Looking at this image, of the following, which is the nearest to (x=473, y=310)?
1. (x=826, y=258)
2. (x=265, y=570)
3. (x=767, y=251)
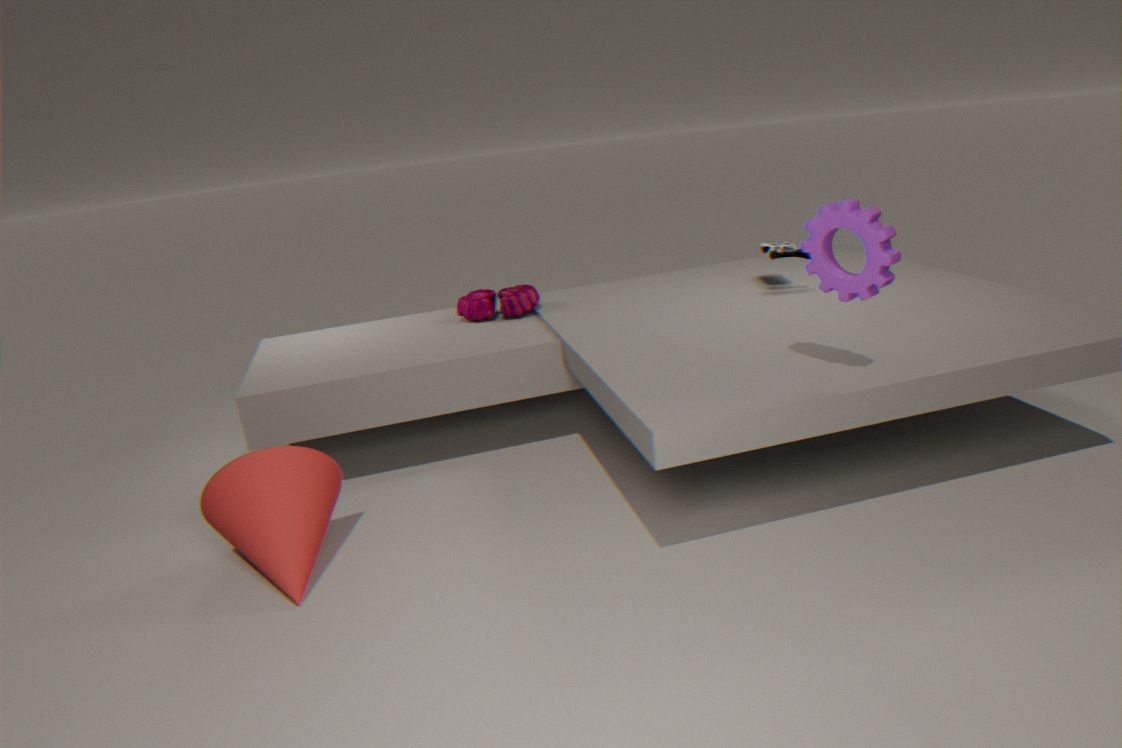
(x=767, y=251)
